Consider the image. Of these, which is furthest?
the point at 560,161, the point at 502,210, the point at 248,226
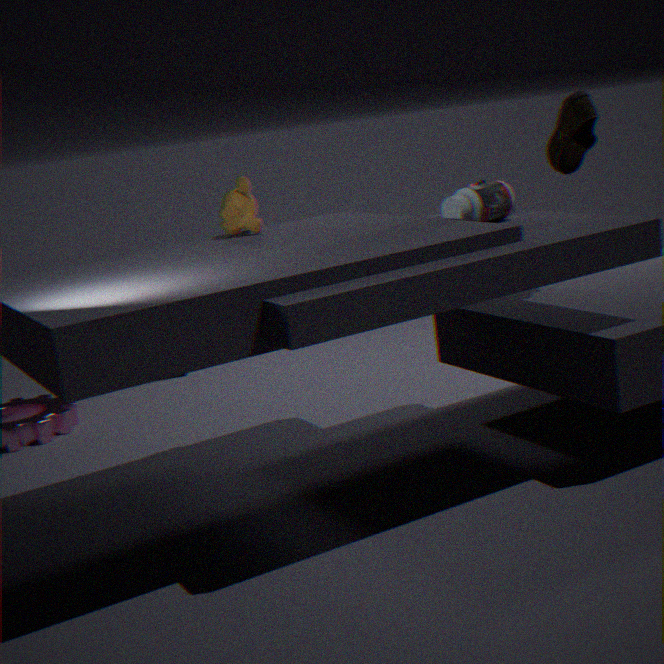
the point at 560,161
